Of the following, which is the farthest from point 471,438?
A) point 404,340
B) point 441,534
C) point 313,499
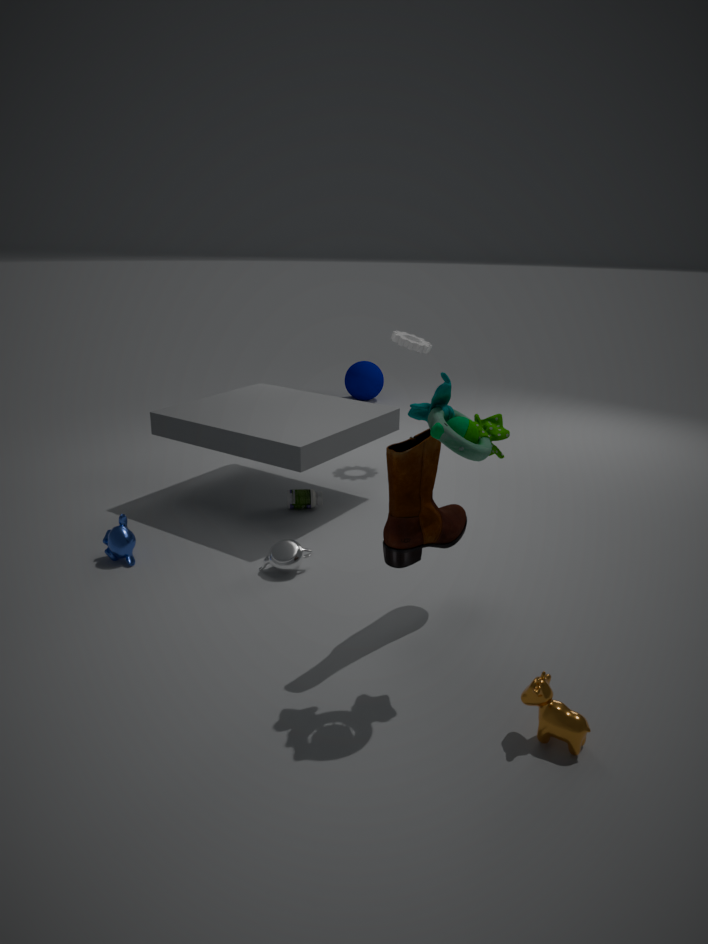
point 404,340
